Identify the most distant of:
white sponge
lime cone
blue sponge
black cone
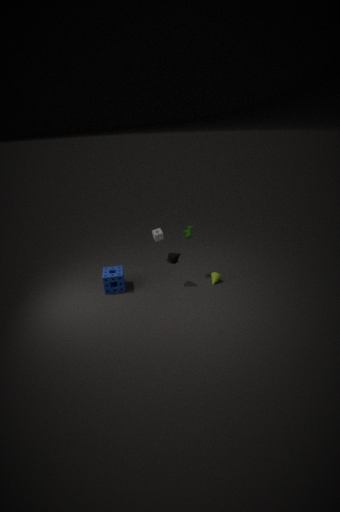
white sponge
